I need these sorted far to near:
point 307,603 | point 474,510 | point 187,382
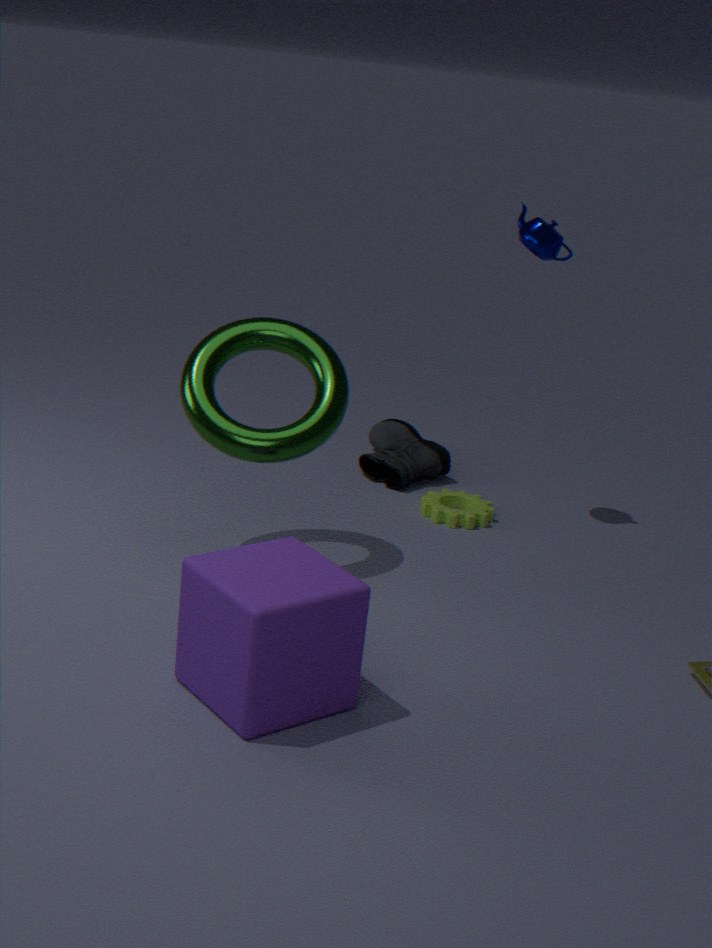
point 474,510, point 187,382, point 307,603
